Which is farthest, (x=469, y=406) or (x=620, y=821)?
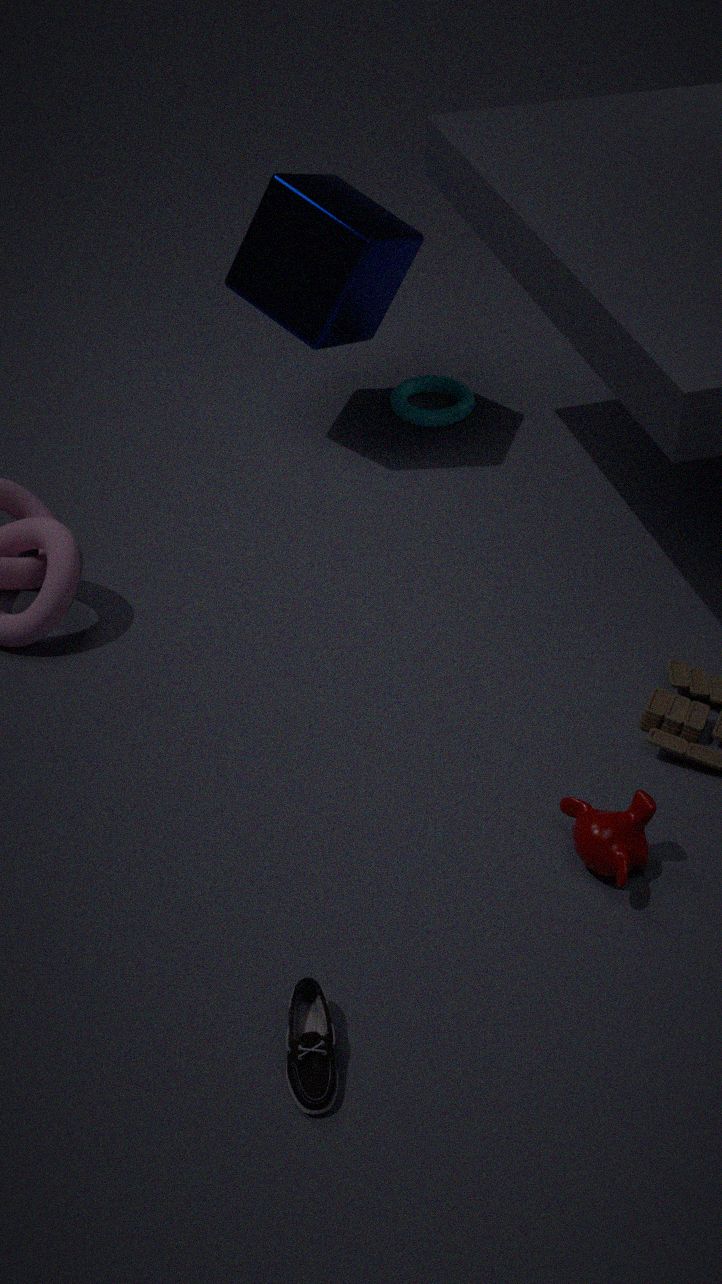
(x=469, y=406)
